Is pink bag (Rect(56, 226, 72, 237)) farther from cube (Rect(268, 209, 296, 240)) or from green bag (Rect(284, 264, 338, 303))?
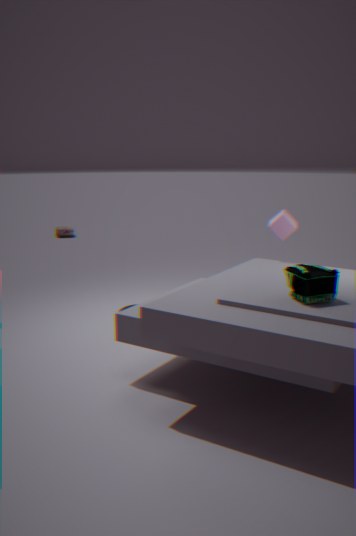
green bag (Rect(284, 264, 338, 303))
